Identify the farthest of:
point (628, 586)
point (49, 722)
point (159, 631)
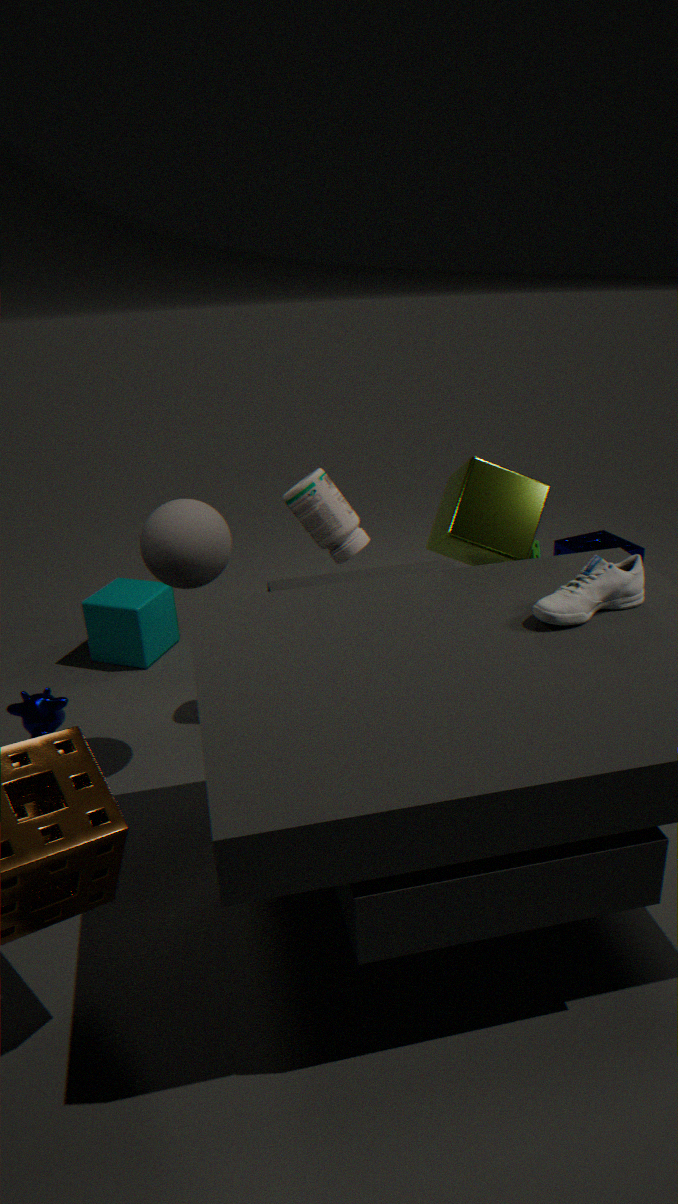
point (159, 631)
